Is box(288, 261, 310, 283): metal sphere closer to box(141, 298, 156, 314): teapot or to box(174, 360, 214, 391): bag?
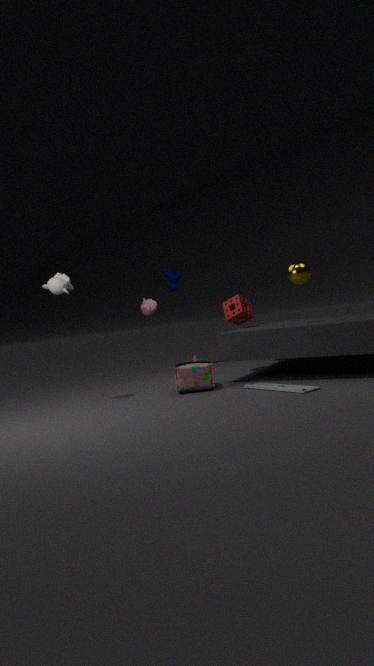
box(174, 360, 214, 391): bag
